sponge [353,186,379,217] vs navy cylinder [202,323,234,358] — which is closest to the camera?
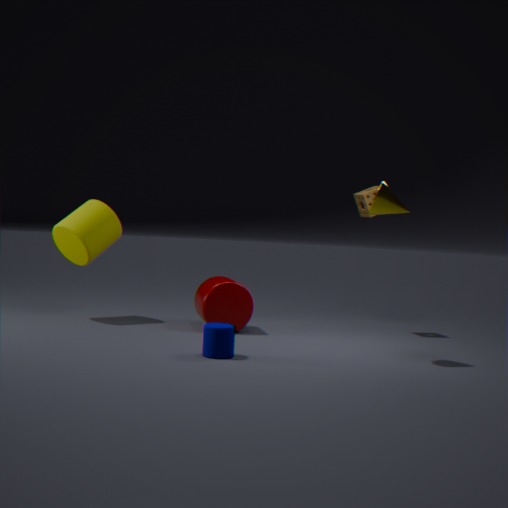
navy cylinder [202,323,234,358]
